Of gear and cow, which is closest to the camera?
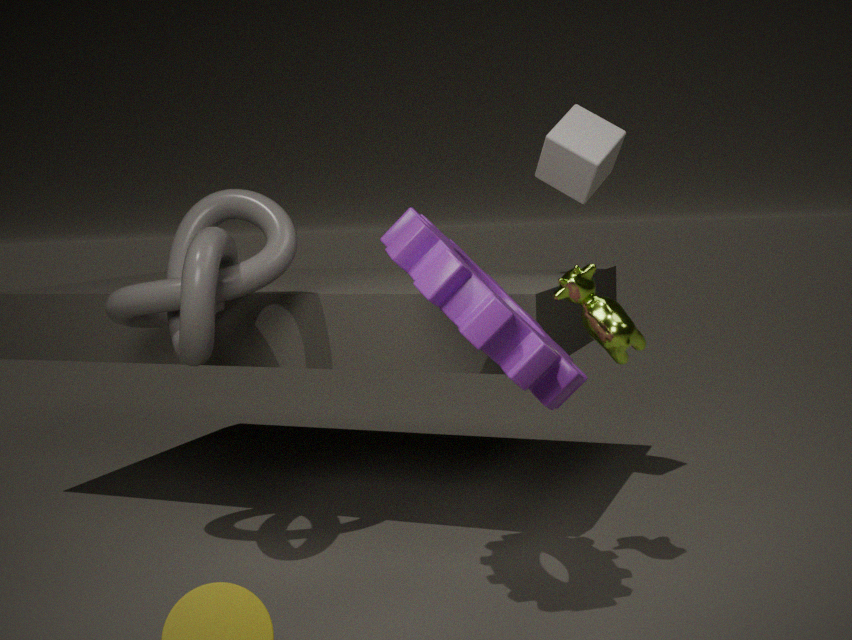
gear
